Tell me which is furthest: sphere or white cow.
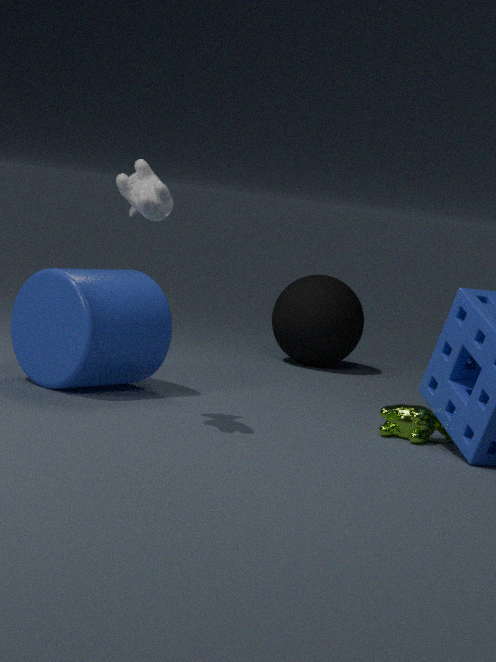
sphere
